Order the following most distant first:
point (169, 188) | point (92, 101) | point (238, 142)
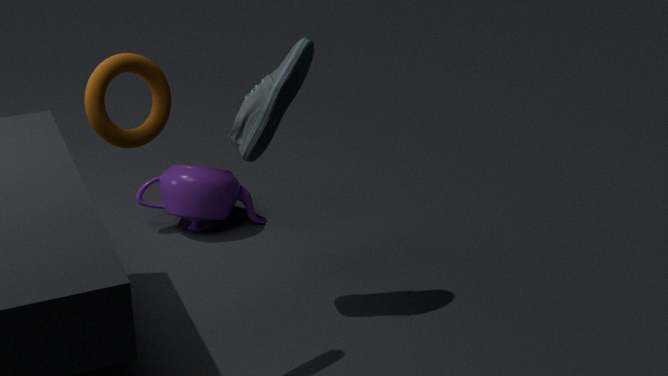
point (169, 188), point (238, 142), point (92, 101)
